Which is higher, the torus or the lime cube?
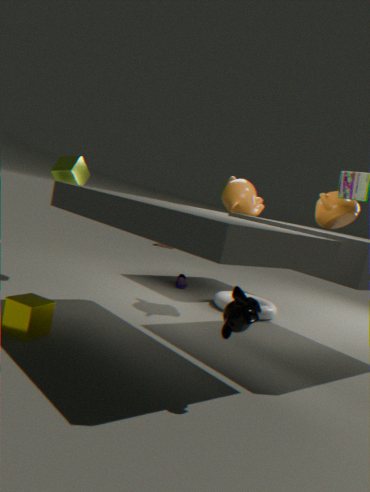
the lime cube
